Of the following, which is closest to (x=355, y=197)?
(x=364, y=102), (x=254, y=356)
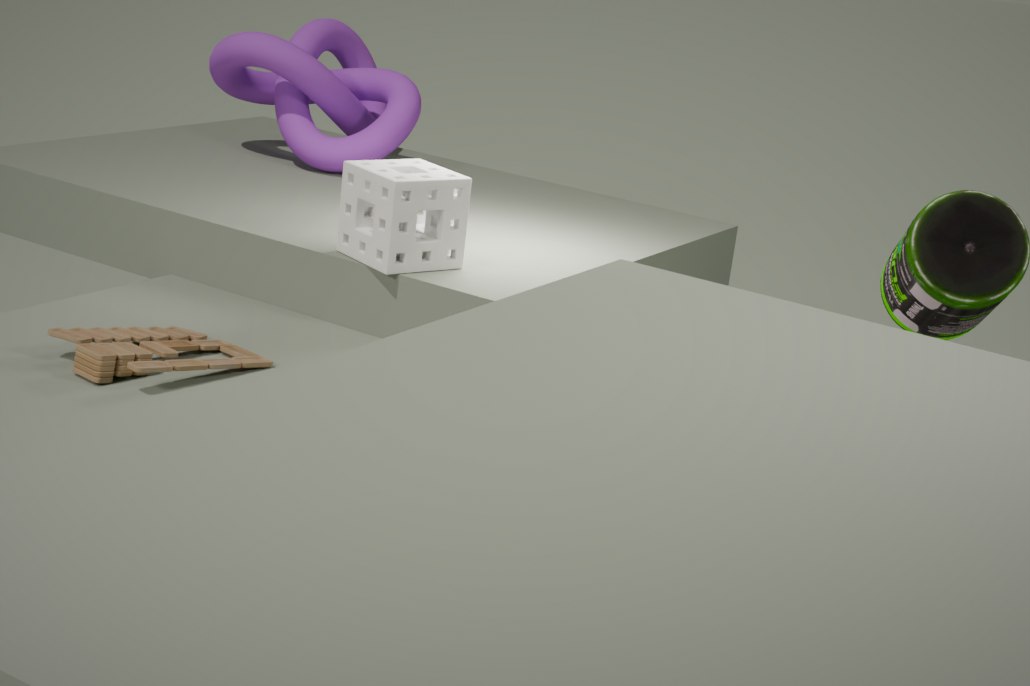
(x=254, y=356)
